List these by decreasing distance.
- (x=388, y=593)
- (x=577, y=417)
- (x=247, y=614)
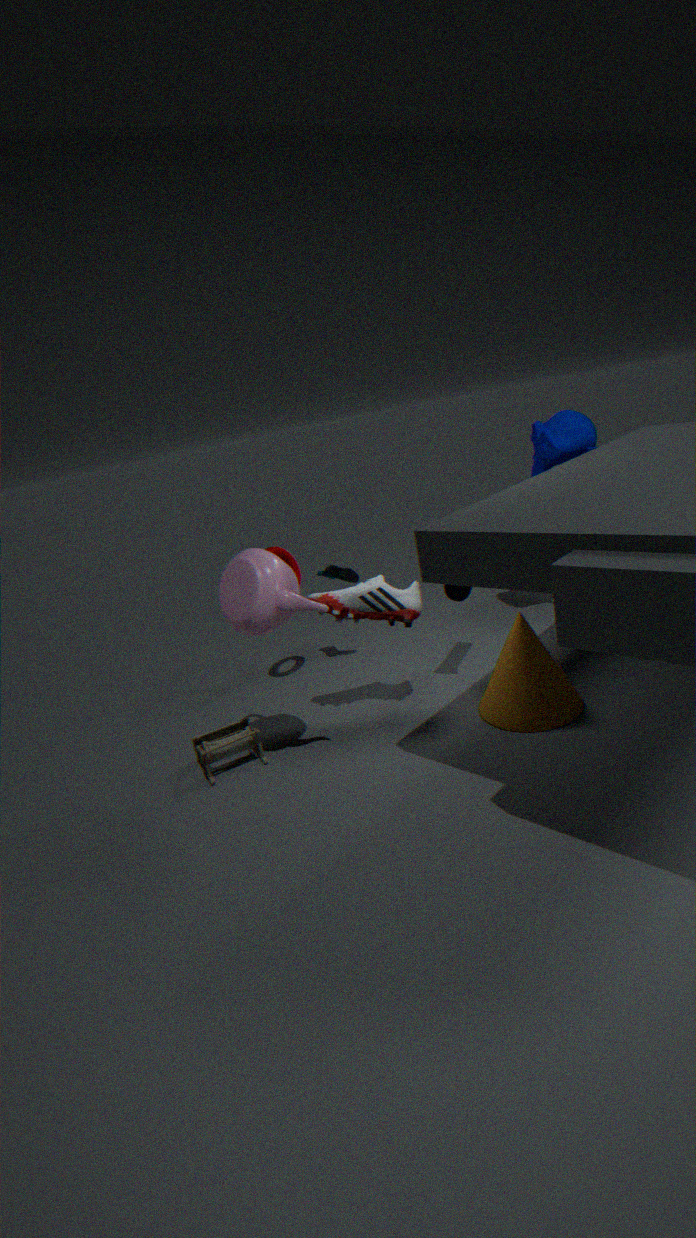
(x=577, y=417), (x=388, y=593), (x=247, y=614)
